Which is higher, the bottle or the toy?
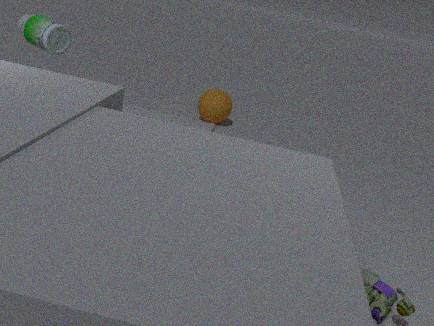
the bottle
